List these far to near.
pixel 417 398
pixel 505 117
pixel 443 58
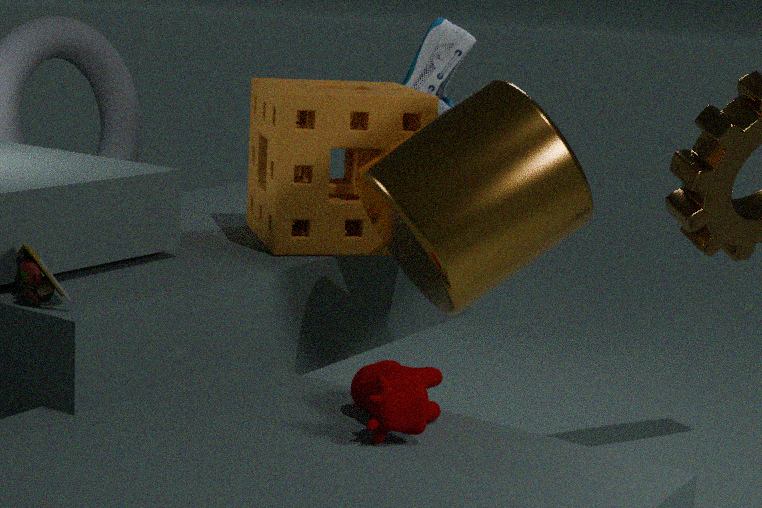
pixel 443 58 → pixel 505 117 → pixel 417 398
